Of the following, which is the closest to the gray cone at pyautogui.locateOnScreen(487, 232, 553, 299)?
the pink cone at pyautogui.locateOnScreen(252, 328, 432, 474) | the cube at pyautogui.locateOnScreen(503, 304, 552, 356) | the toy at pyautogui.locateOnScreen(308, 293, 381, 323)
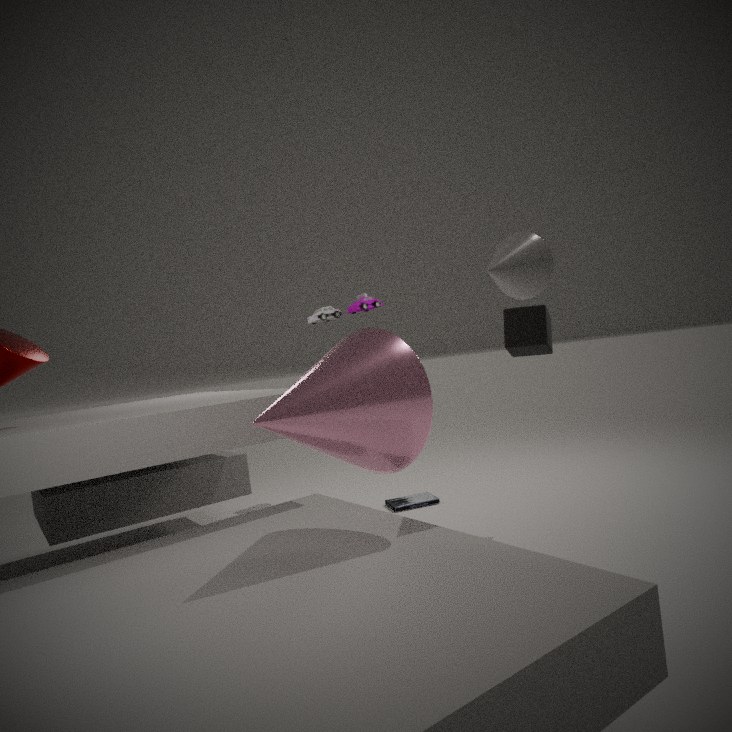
the pink cone at pyautogui.locateOnScreen(252, 328, 432, 474)
